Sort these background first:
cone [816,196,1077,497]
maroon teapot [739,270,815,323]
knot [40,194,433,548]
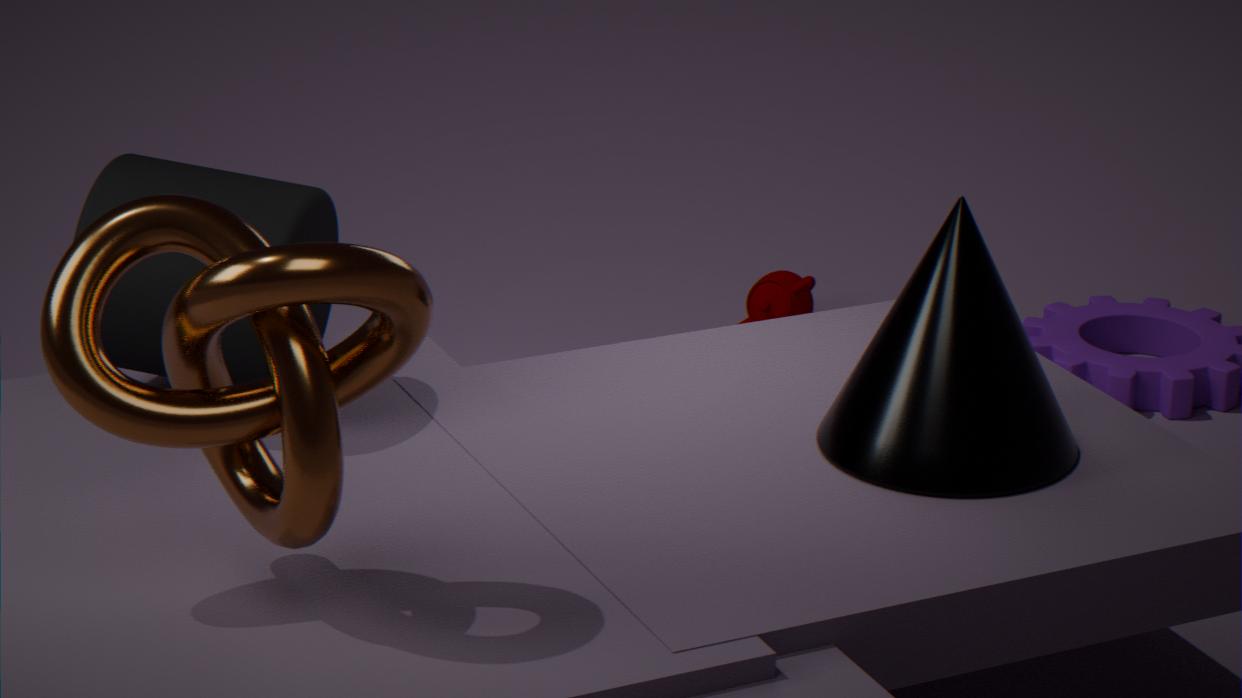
1. maroon teapot [739,270,815,323]
2. cone [816,196,1077,497]
3. knot [40,194,433,548]
